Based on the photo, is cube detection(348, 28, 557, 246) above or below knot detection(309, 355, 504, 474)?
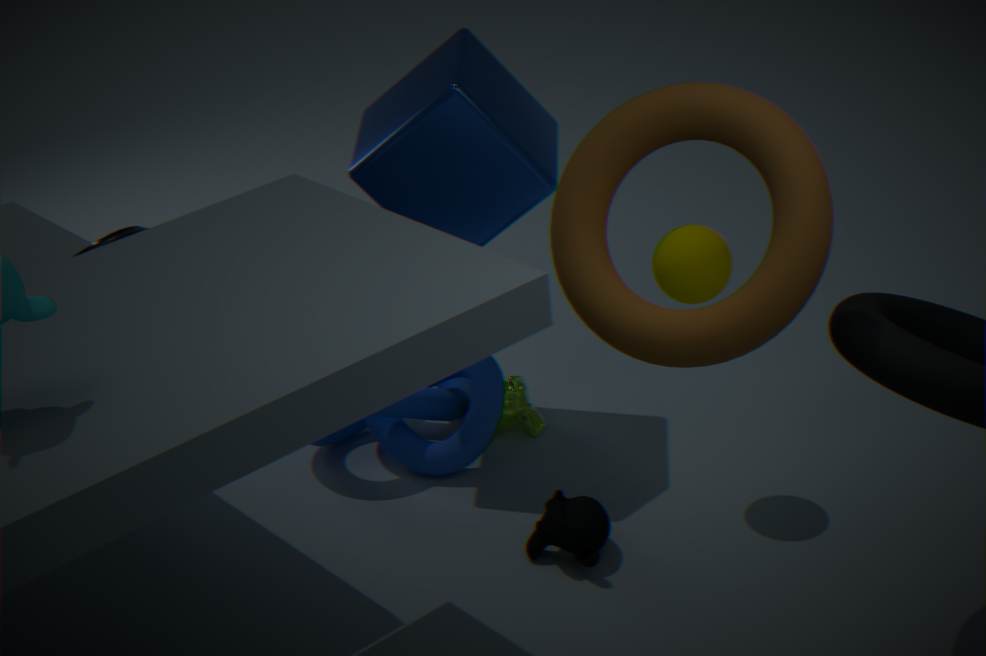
above
